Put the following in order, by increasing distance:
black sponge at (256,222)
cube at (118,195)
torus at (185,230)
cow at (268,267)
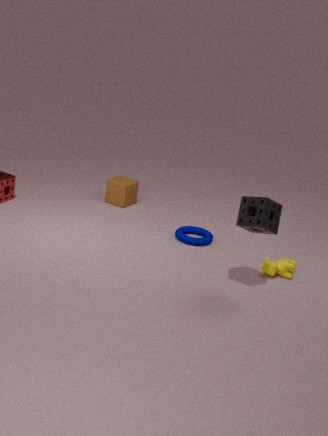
black sponge at (256,222), cow at (268,267), torus at (185,230), cube at (118,195)
